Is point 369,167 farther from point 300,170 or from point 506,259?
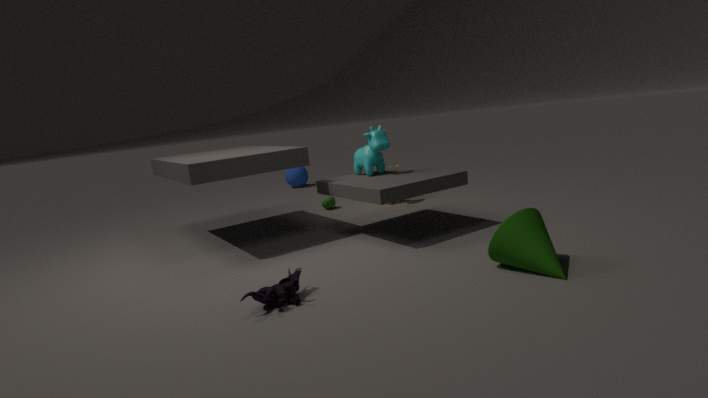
point 300,170
